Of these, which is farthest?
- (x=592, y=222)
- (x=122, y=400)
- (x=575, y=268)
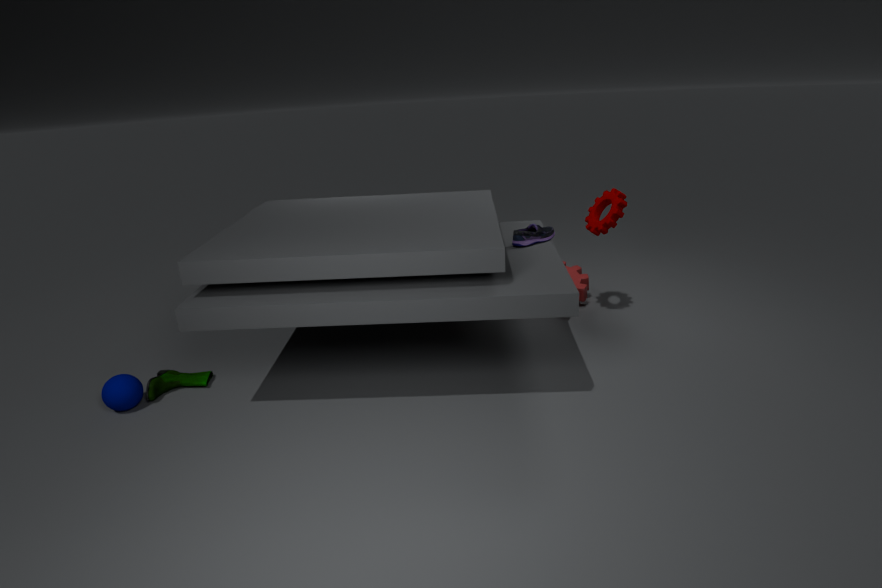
(x=575, y=268)
